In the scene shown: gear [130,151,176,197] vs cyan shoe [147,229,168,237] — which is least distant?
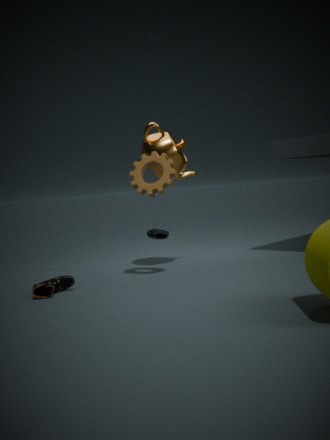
gear [130,151,176,197]
